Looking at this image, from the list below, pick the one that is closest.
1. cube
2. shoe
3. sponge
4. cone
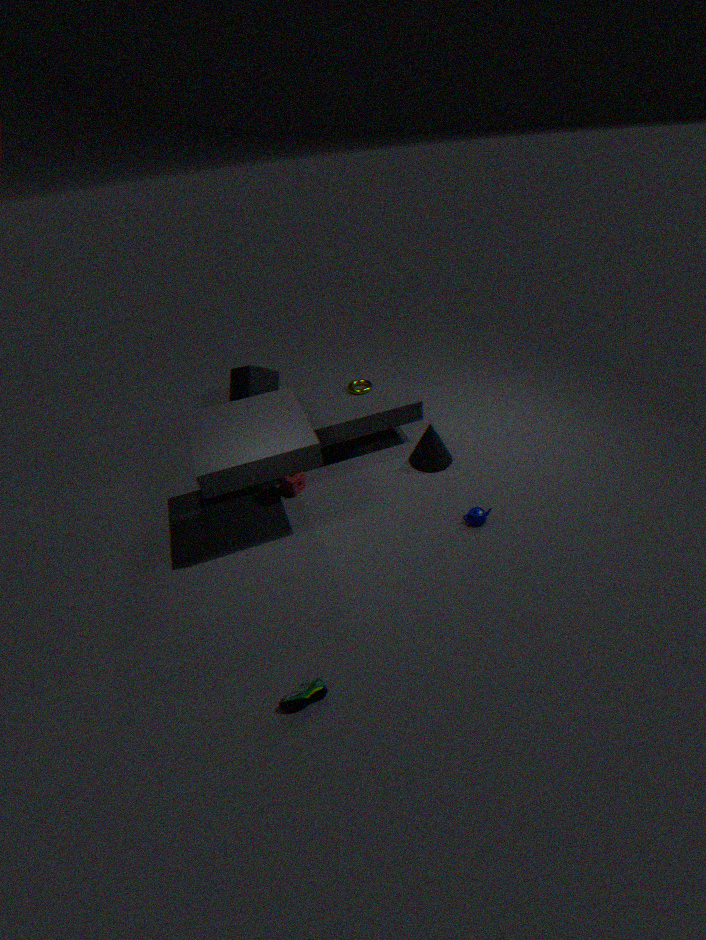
shoe
